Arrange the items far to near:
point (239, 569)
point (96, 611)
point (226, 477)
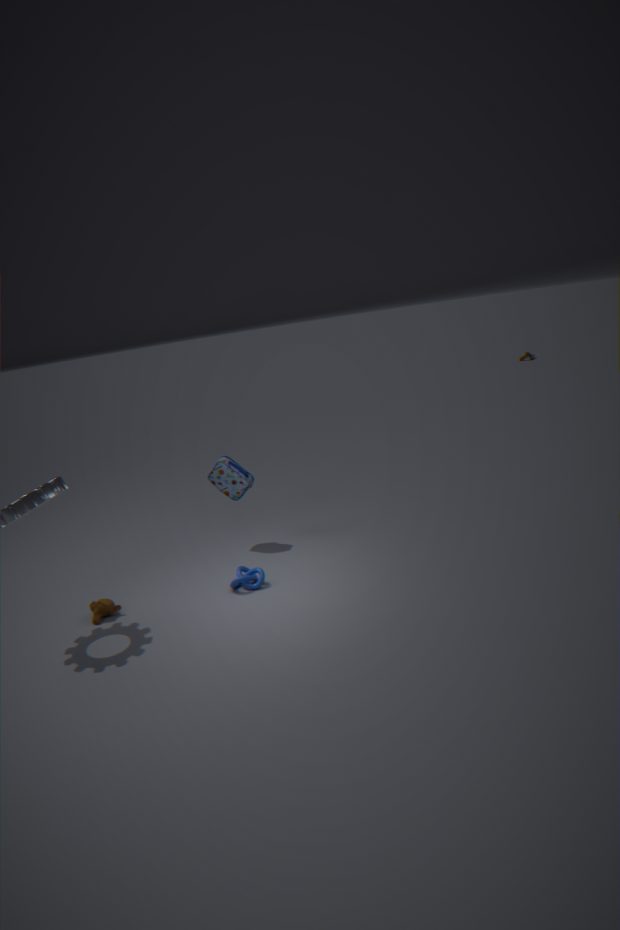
point (226, 477) < point (239, 569) < point (96, 611)
